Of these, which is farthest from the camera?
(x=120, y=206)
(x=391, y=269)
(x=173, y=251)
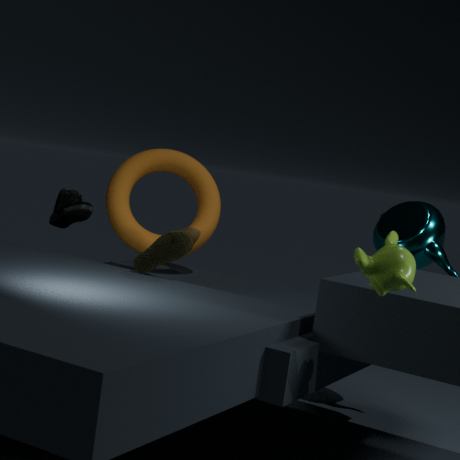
(x=120, y=206)
